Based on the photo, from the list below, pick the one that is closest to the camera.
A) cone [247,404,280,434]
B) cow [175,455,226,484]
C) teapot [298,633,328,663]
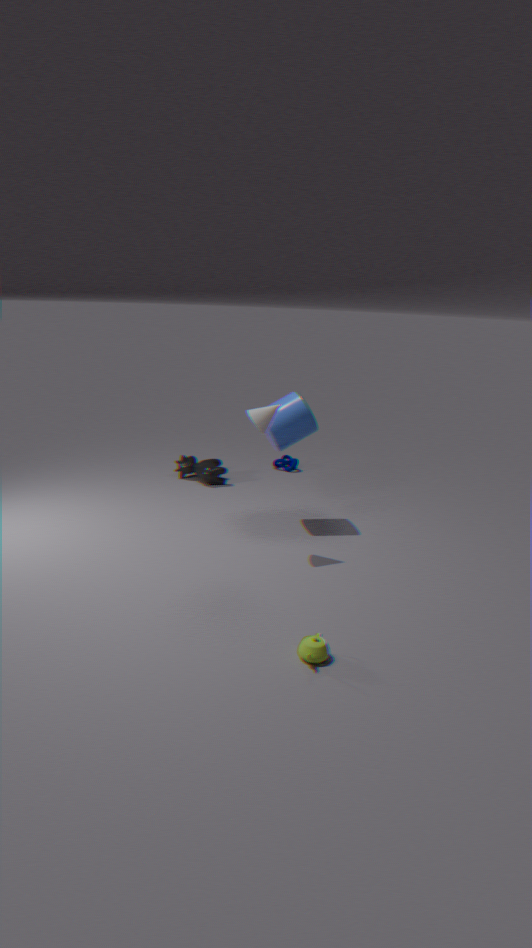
teapot [298,633,328,663]
